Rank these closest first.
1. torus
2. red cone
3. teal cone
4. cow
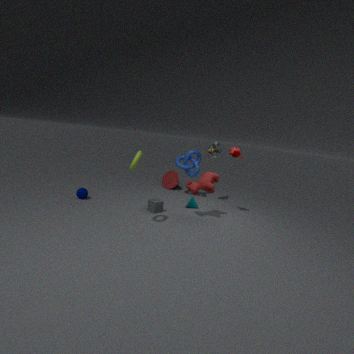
torus → cow → teal cone → red cone
